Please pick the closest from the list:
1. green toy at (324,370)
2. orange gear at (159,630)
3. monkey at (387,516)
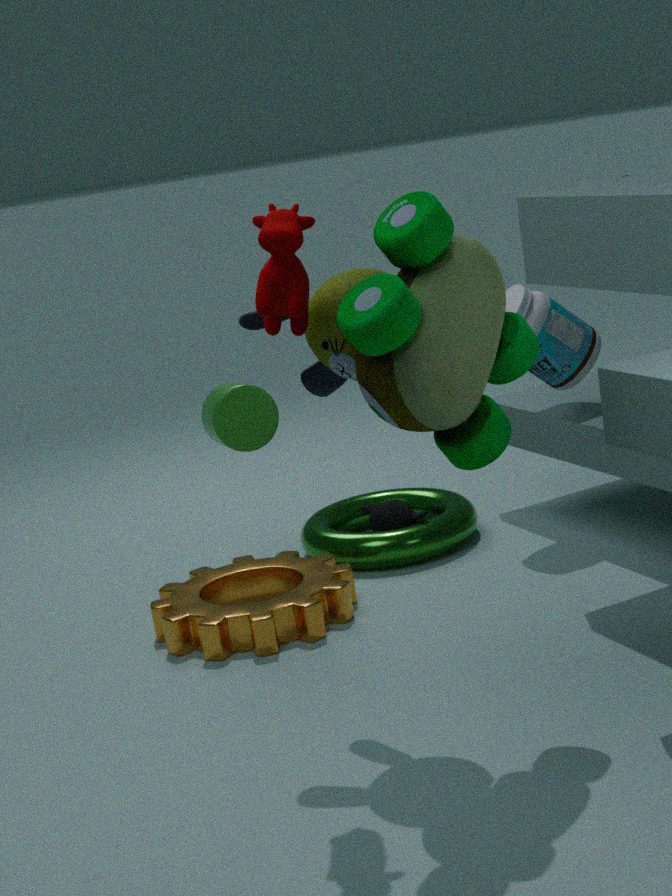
green toy at (324,370)
